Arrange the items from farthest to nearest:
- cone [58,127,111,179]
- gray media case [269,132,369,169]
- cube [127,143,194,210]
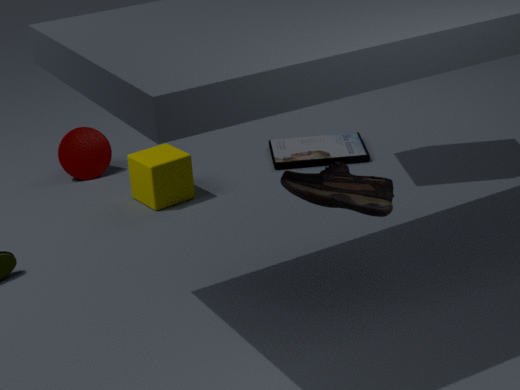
1. cone [58,127,111,179]
2. gray media case [269,132,369,169]
3. cube [127,143,194,210]
